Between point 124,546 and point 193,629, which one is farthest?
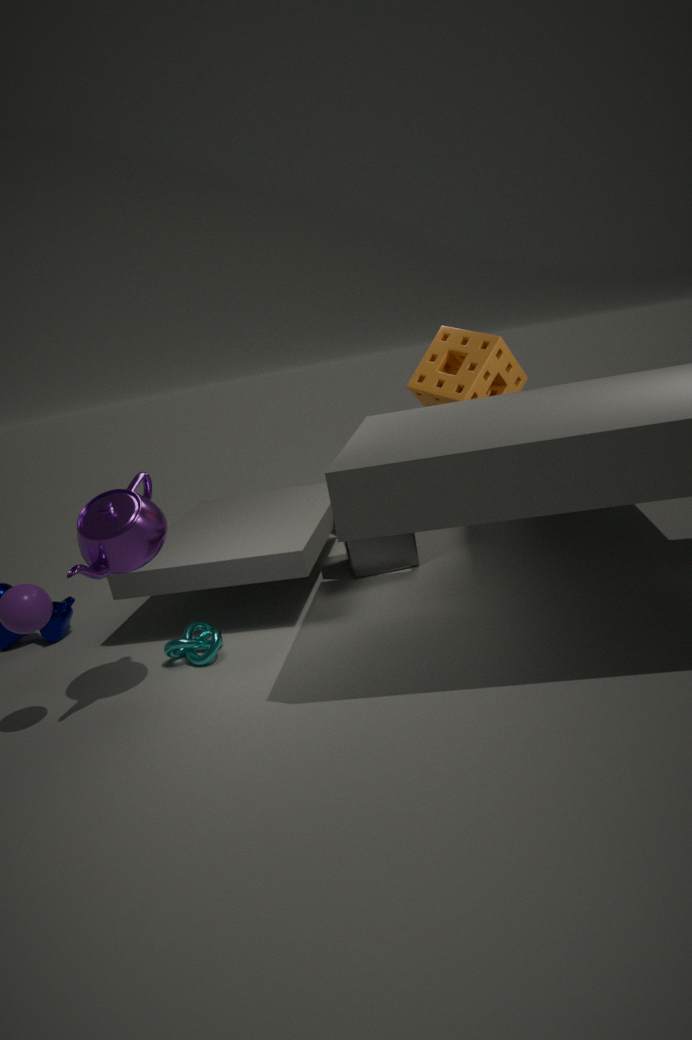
point 193,629
